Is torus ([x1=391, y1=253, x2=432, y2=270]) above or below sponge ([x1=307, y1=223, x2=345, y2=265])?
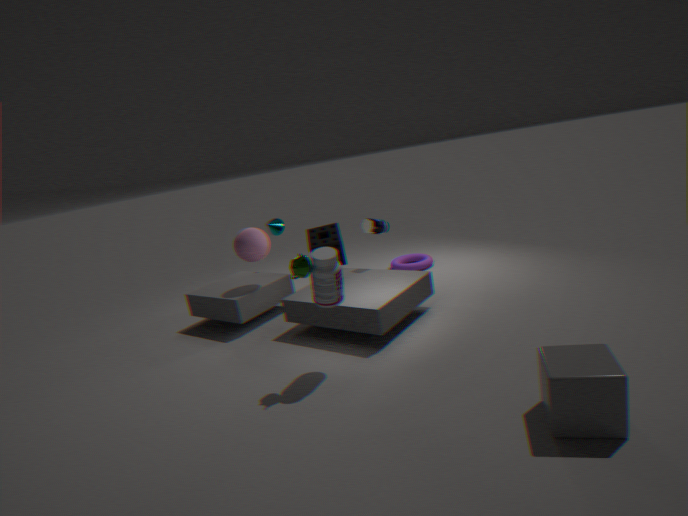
below
